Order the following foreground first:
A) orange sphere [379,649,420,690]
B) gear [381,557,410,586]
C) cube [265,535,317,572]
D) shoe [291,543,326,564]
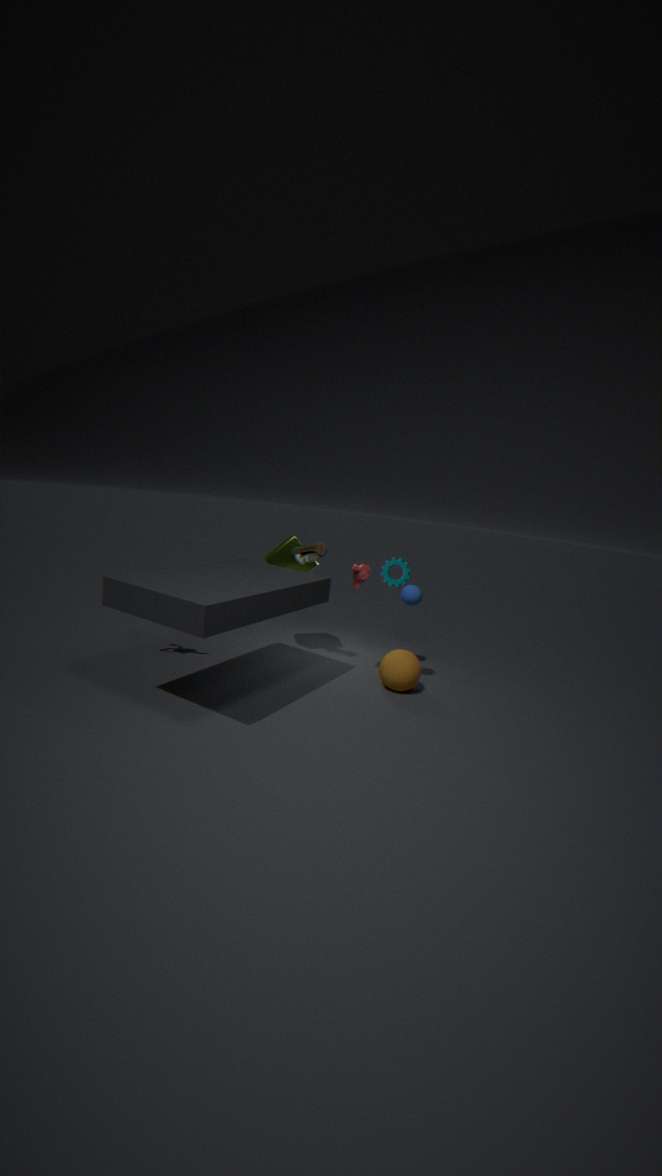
orange sphere [379,649,420,690] < shoe [291,543,326,564] < gear [381,557,410,586] < cube [265,535,317,572]
